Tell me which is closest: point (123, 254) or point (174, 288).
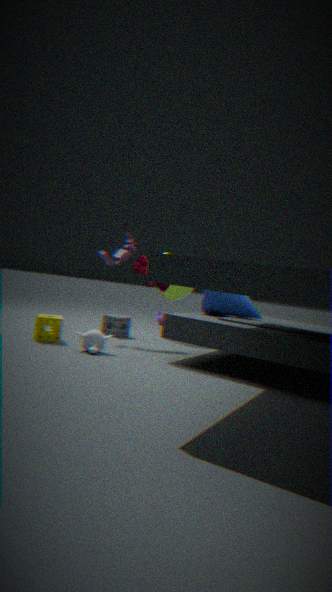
point (123, 254)
